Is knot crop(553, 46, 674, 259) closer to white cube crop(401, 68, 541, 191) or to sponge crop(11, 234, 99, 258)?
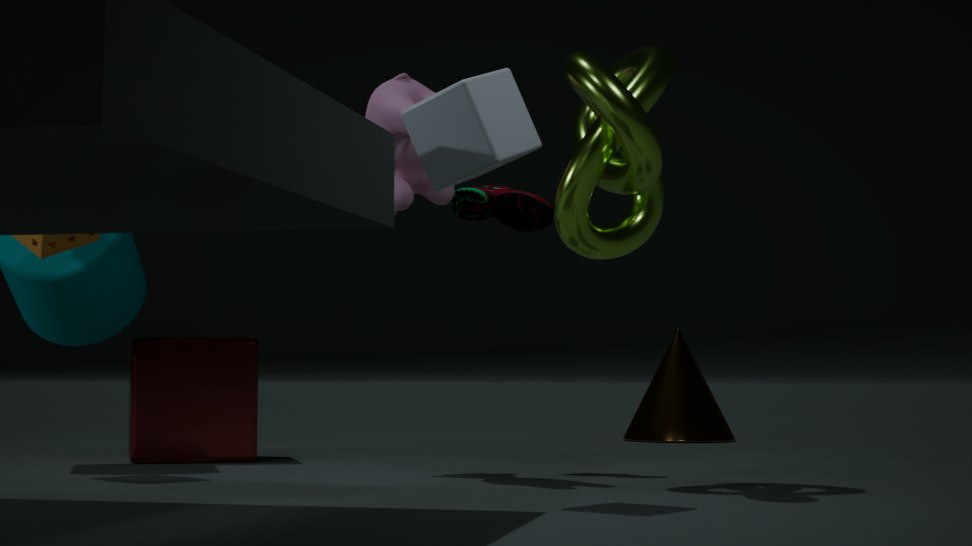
white cube crop(401, 68, 541, 191)
